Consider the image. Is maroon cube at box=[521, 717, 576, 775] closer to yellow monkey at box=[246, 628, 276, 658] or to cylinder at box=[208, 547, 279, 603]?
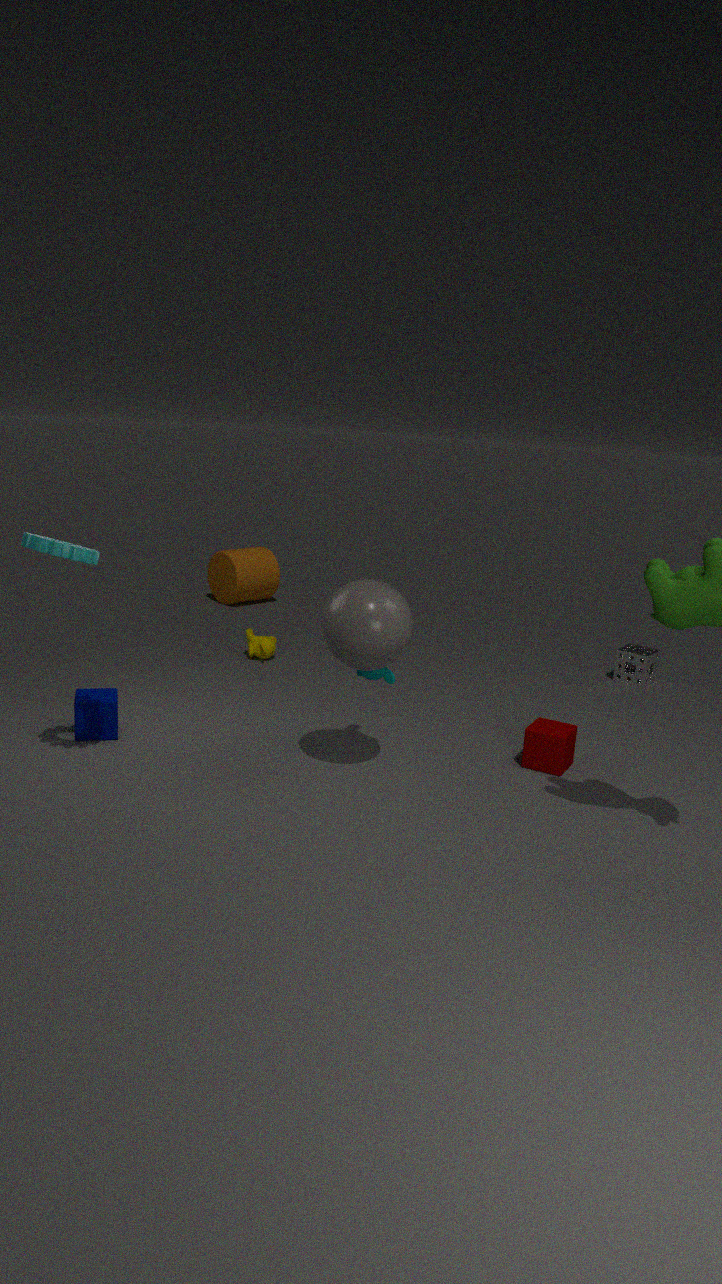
yellow monkey at box=[246, 628, 276, 658]
